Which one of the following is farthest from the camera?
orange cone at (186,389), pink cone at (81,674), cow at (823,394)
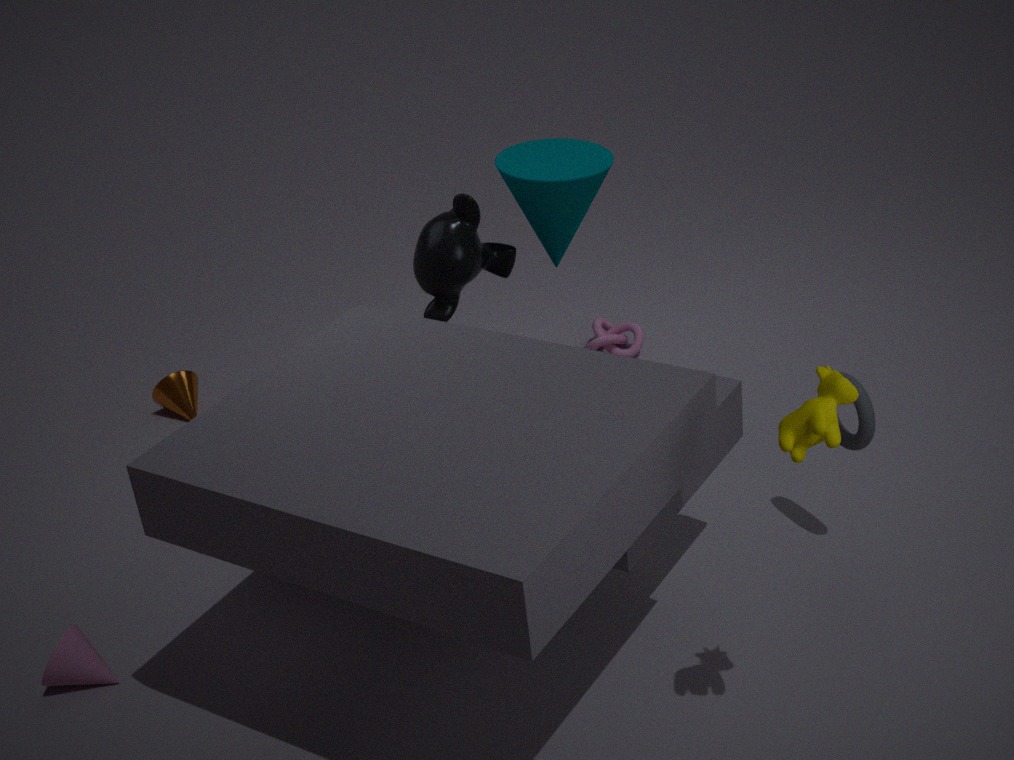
orange cone at (186,389)
